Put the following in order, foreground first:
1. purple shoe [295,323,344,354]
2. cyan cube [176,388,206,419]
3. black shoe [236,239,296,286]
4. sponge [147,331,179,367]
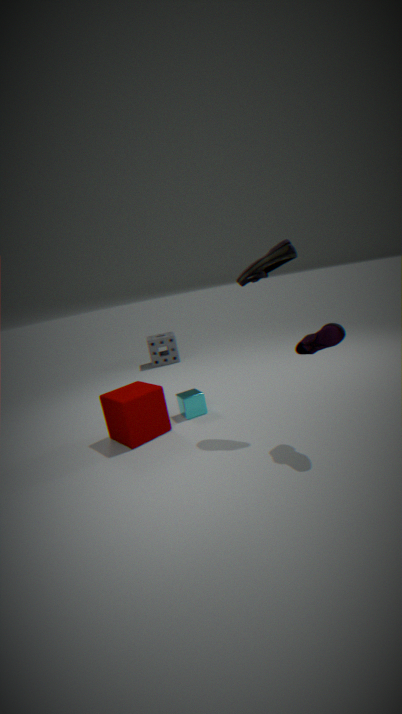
purple shoe [295,323,344,354]
black shoe [236,239,296,286]
cyan cube [176,388,206,419]
sponge [147,331,179,367]
